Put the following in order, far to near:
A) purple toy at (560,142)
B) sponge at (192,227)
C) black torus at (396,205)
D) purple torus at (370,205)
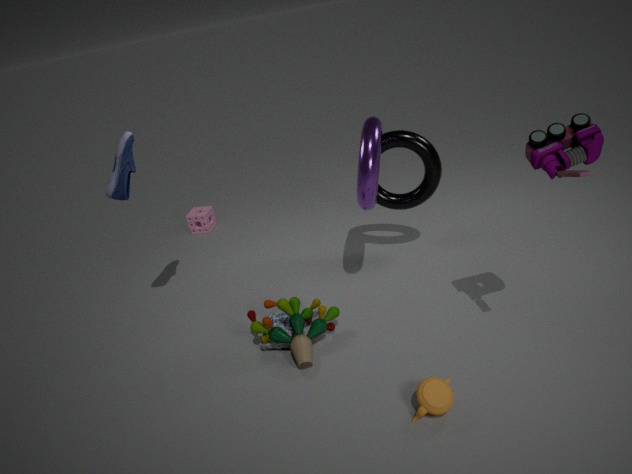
sponge at (192,227) < black torus at (396,205) < purple torus at (370,205) < purple toy at (560,142)
